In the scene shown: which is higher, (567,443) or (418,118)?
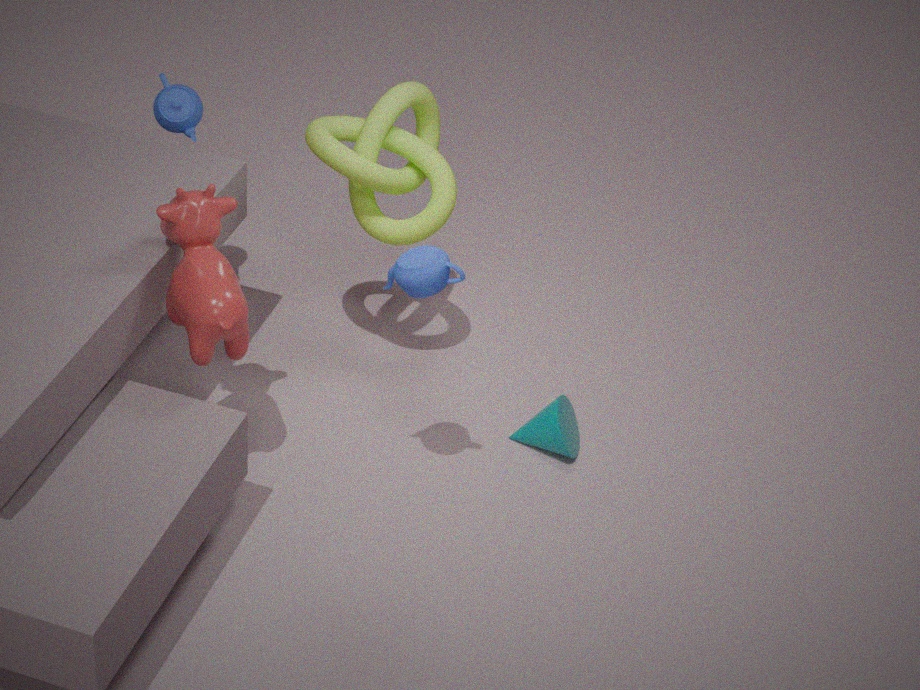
(418,118)
